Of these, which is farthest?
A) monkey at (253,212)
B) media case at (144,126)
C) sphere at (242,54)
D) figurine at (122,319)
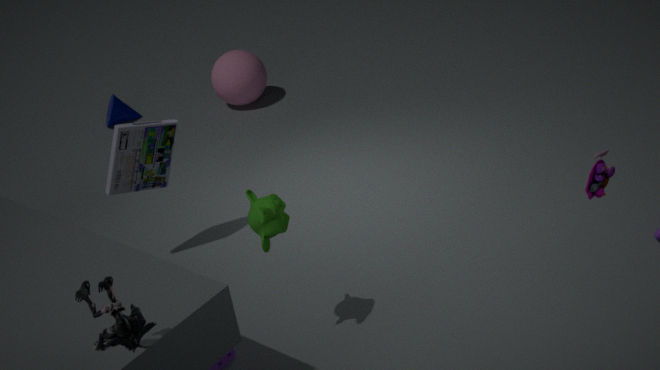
sphere at (242,54)
